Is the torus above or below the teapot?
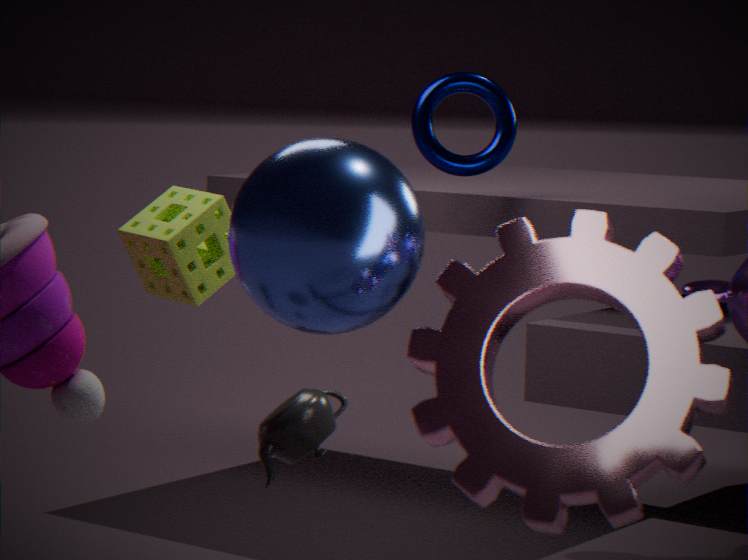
above
